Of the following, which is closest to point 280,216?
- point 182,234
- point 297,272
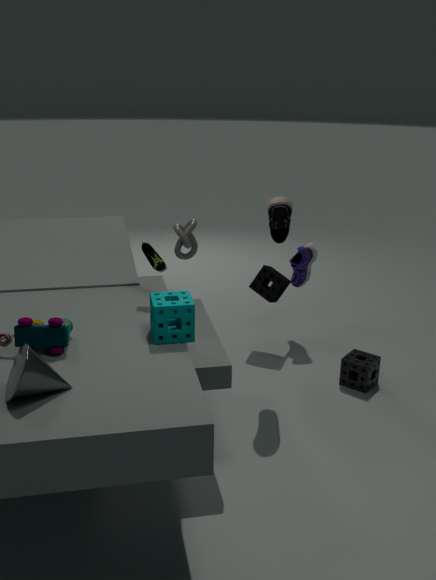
point 182,234
